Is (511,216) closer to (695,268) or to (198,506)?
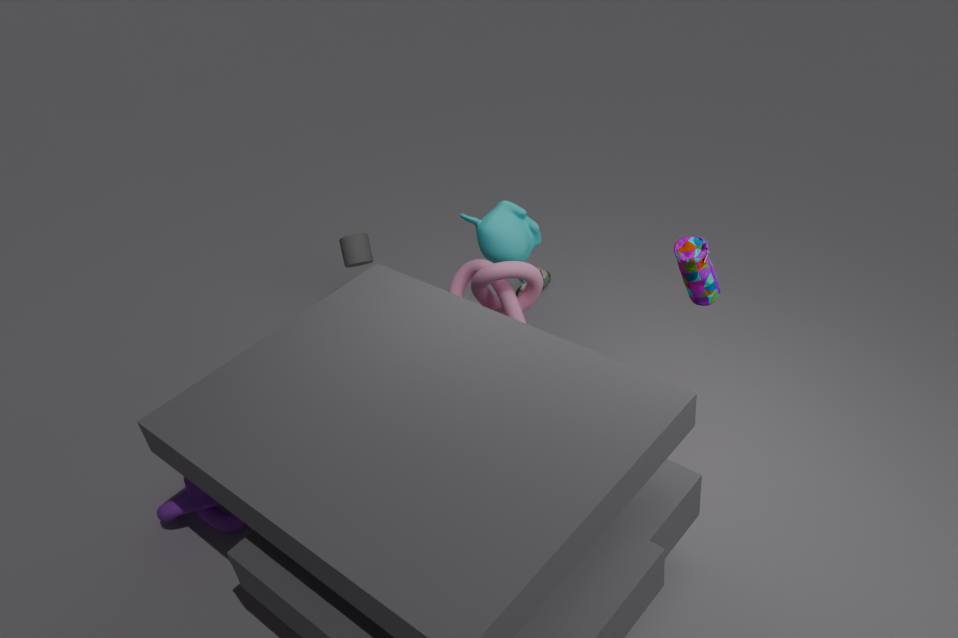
(695,268)
